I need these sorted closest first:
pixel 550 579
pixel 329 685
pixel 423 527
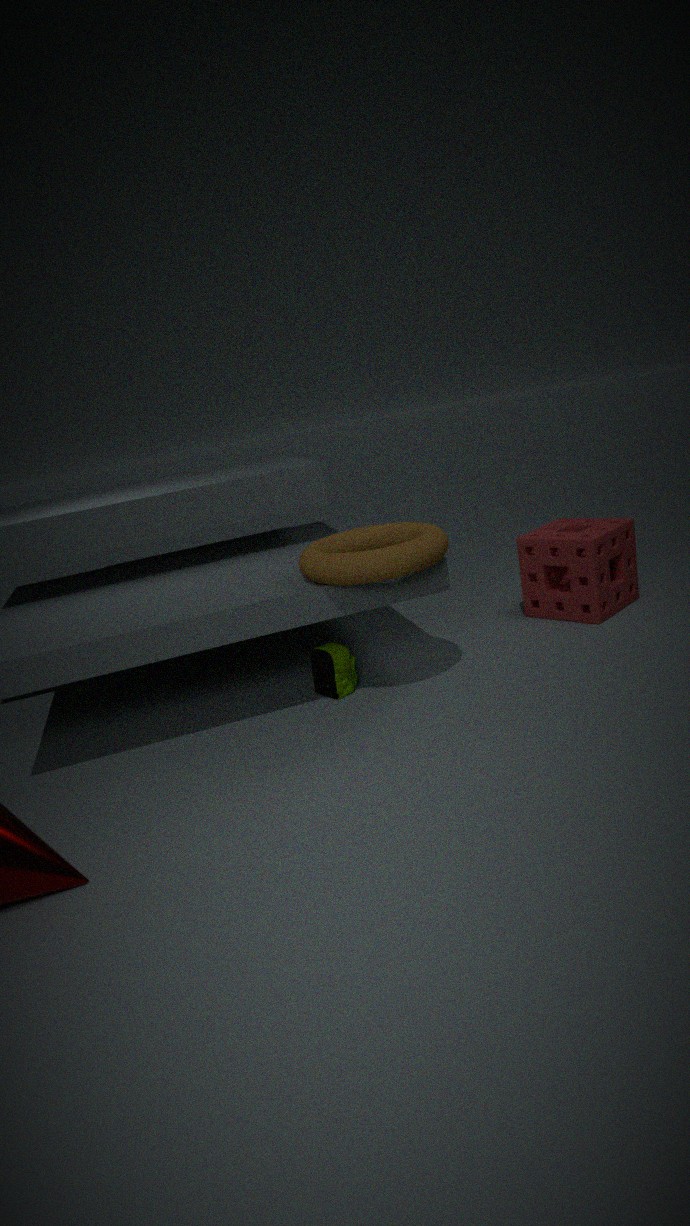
1. pixel 423 527
2. pixel 329 685
3. pixel 550 579
